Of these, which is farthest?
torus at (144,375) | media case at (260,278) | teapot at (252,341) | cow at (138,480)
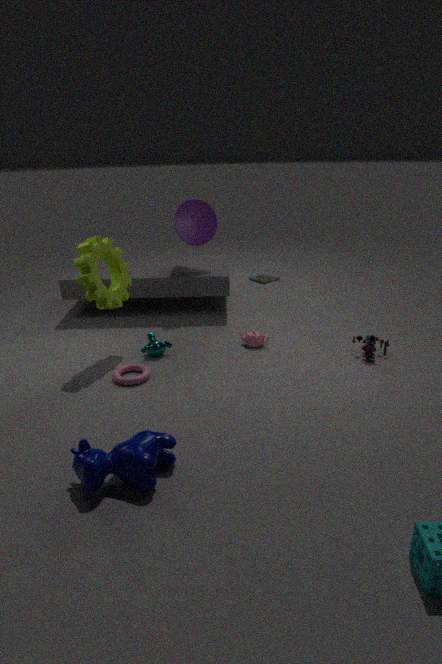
media case at (260,278)
